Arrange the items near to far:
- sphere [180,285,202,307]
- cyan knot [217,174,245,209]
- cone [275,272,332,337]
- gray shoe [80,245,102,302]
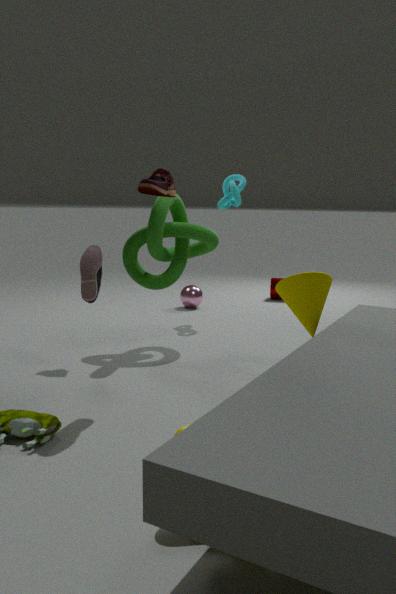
cone [275,272,332,337], gray shoe [80,245,102,302], cyan knot [217,174,245,209], sphere [180,285,202,307]
